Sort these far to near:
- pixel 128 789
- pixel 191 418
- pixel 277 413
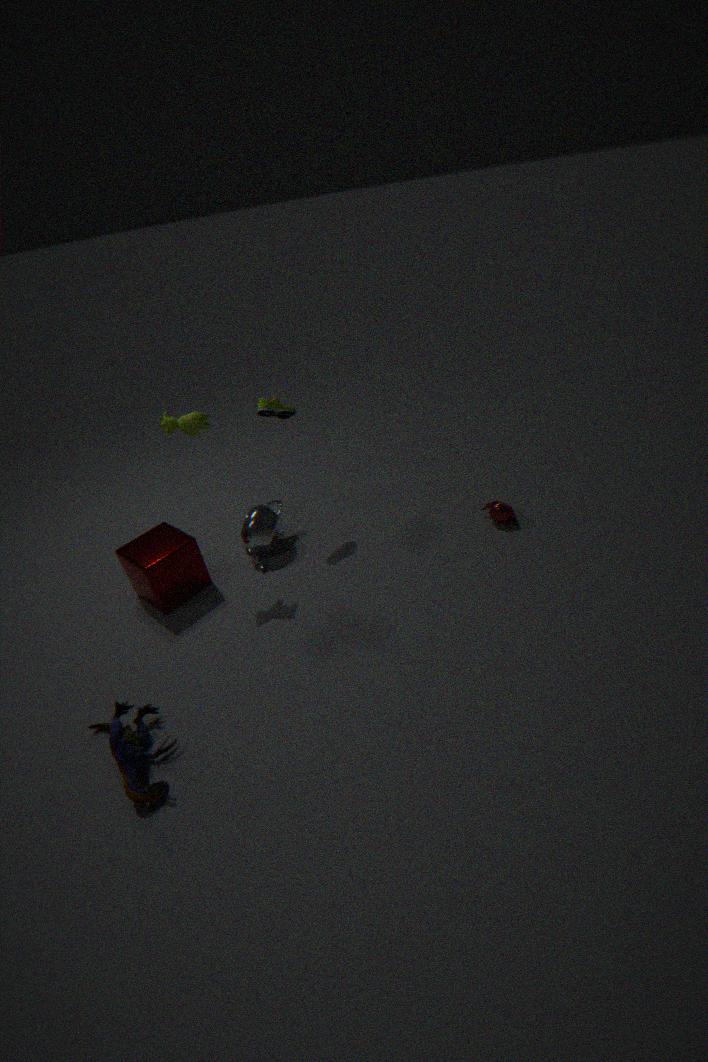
pixel 277 413, pixel 191 418, pixel 128 789
